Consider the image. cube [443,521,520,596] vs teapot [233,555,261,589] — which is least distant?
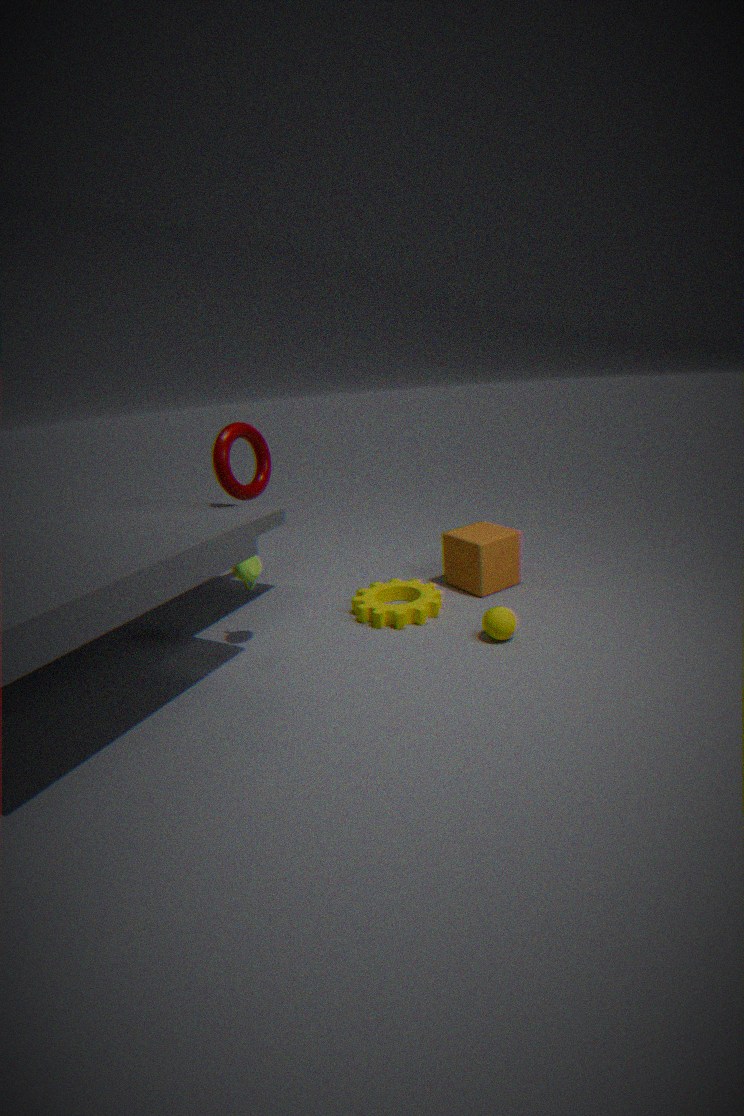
teapot [233,555,261,589]
